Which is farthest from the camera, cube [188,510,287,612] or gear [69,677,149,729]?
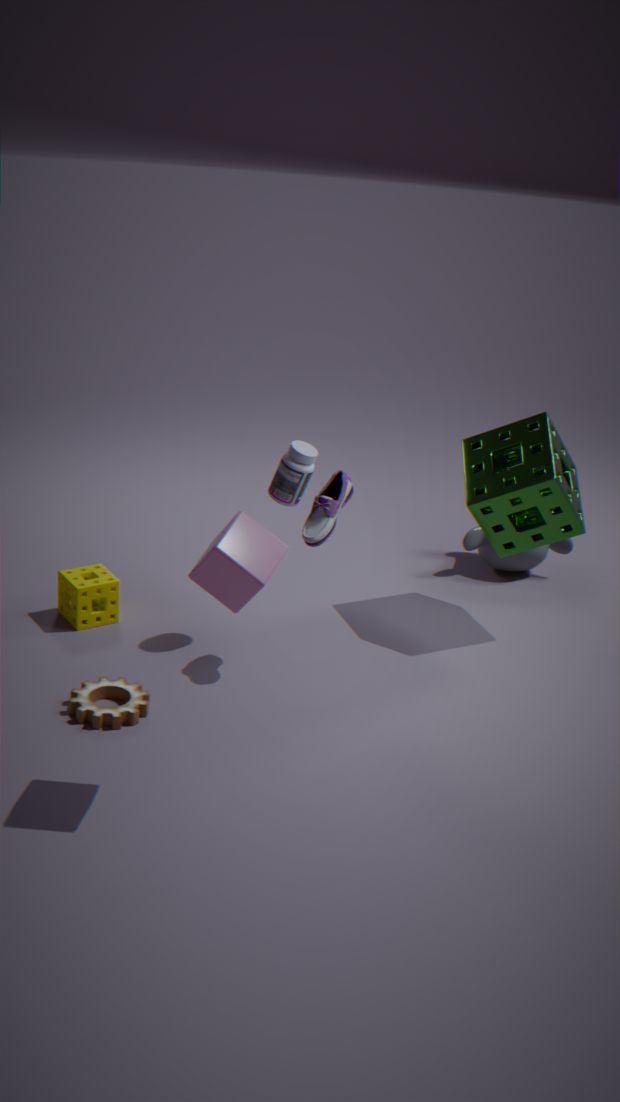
gear [69,677,149,729]
